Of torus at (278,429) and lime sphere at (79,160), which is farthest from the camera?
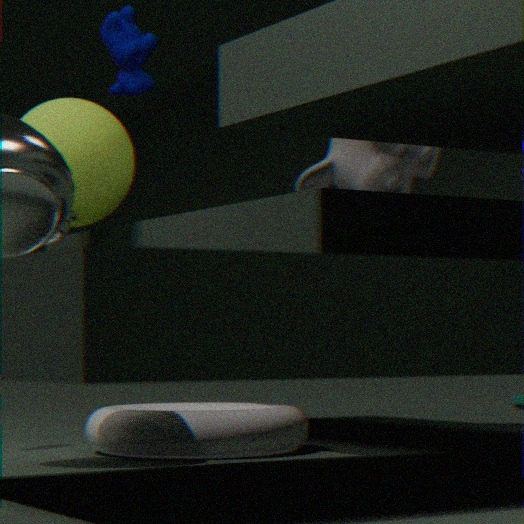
lime sphere at (79,160)
